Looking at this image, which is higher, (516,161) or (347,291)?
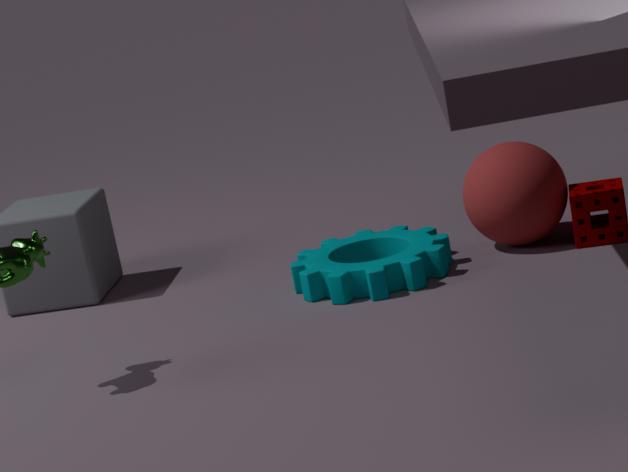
(516,161)
